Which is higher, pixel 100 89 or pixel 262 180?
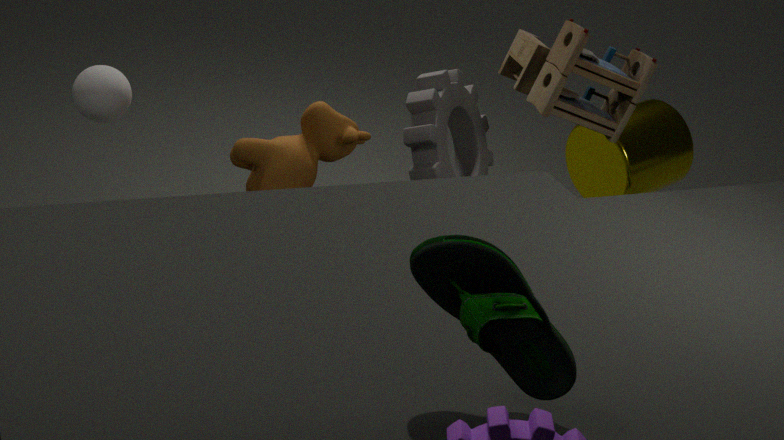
pixel 100 89
